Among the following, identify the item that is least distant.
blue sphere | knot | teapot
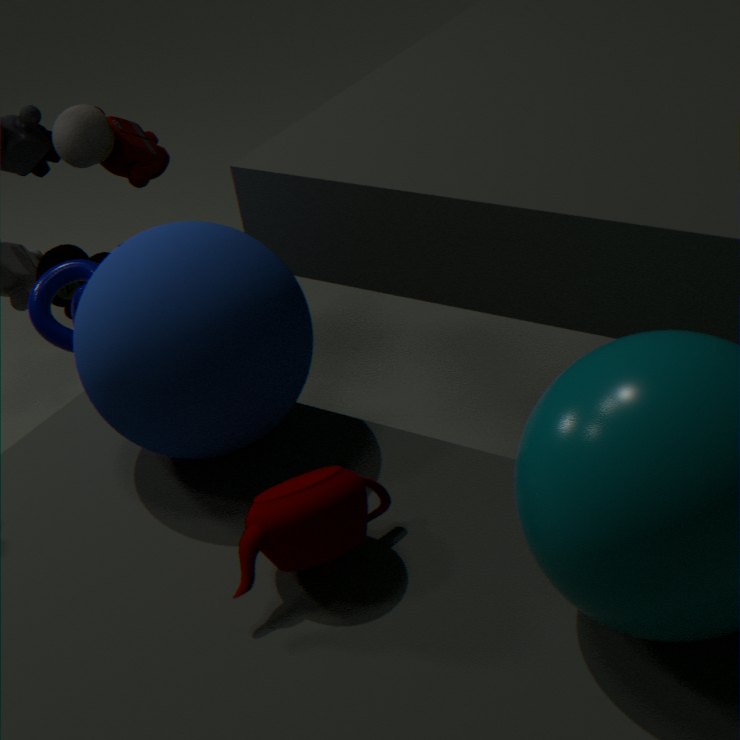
teapot
